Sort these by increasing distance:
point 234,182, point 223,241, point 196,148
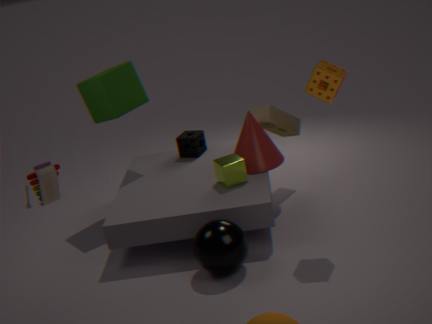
point 223,241 < point 234,182 < point 196,148
